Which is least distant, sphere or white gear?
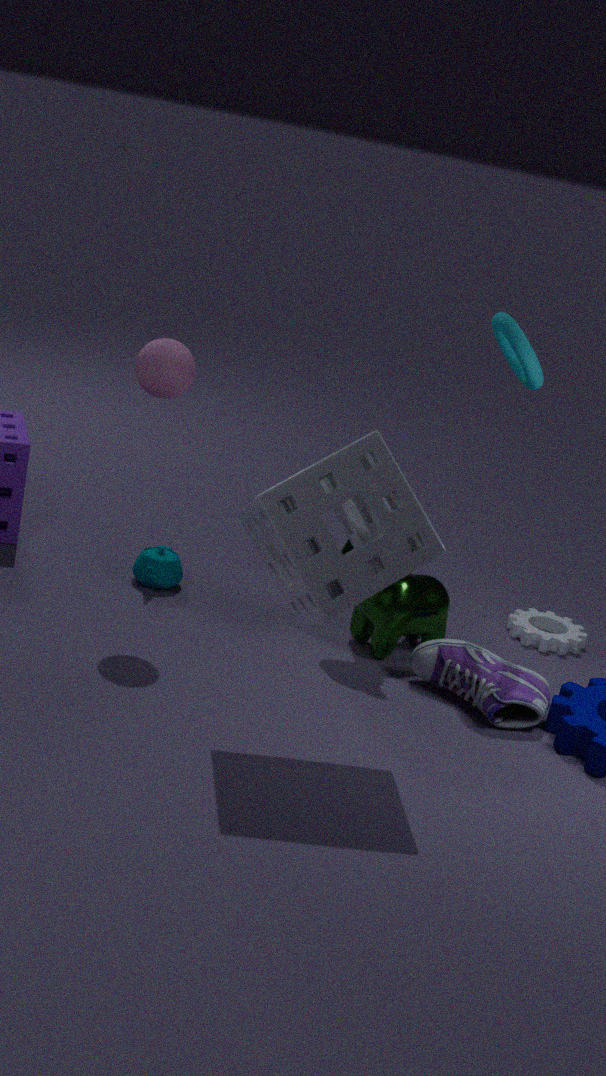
sphere
